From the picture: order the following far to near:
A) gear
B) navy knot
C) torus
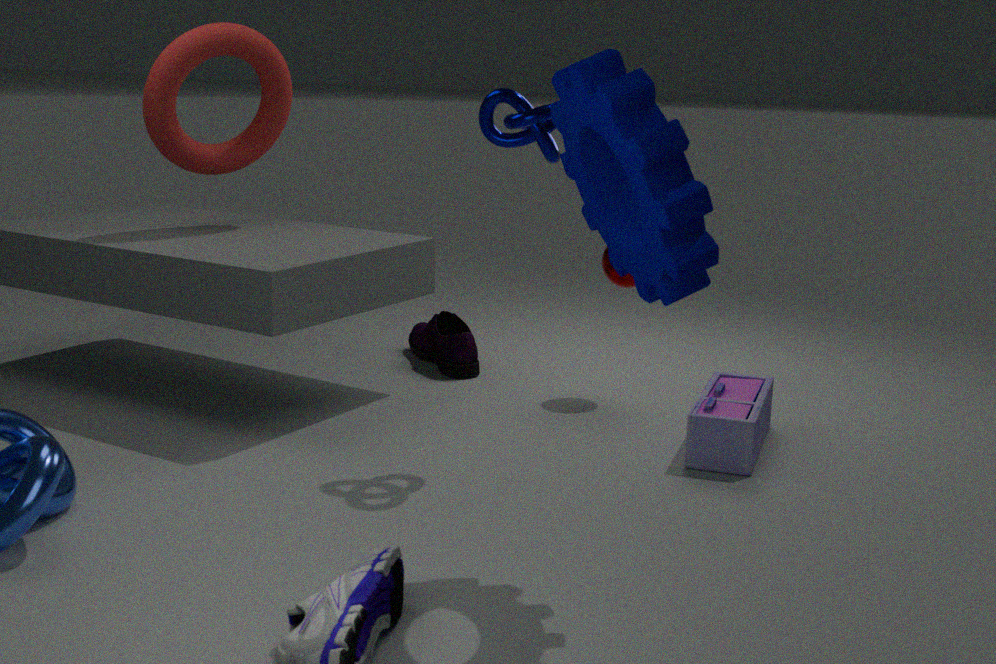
1. torus
2. navy knot
3. gear
